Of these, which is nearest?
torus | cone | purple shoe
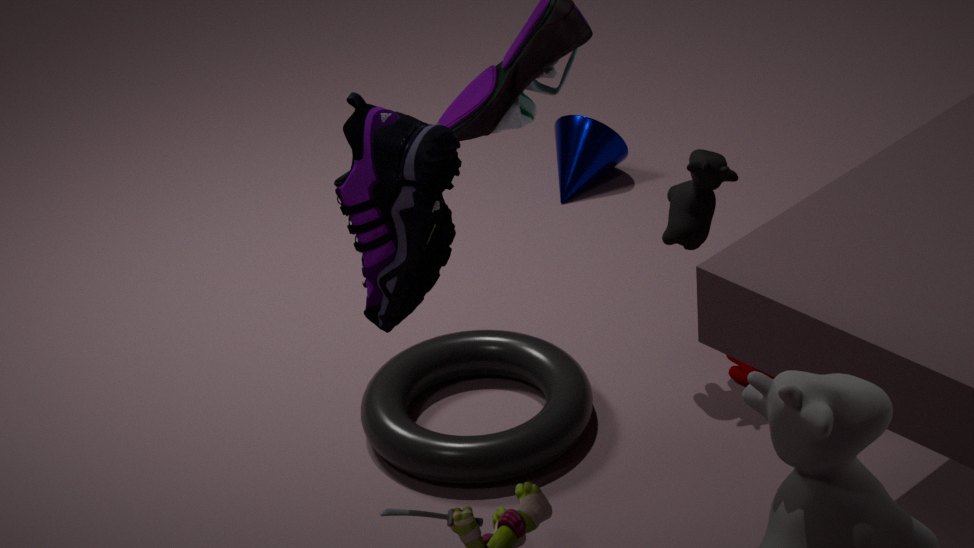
purple shoe
